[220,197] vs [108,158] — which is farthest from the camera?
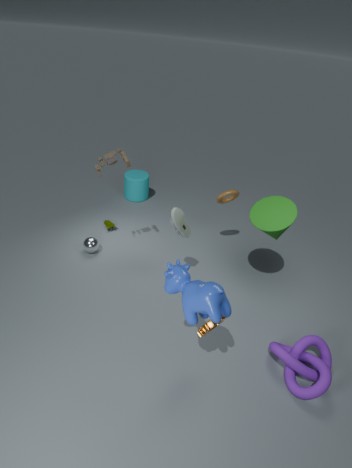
[220,197]
